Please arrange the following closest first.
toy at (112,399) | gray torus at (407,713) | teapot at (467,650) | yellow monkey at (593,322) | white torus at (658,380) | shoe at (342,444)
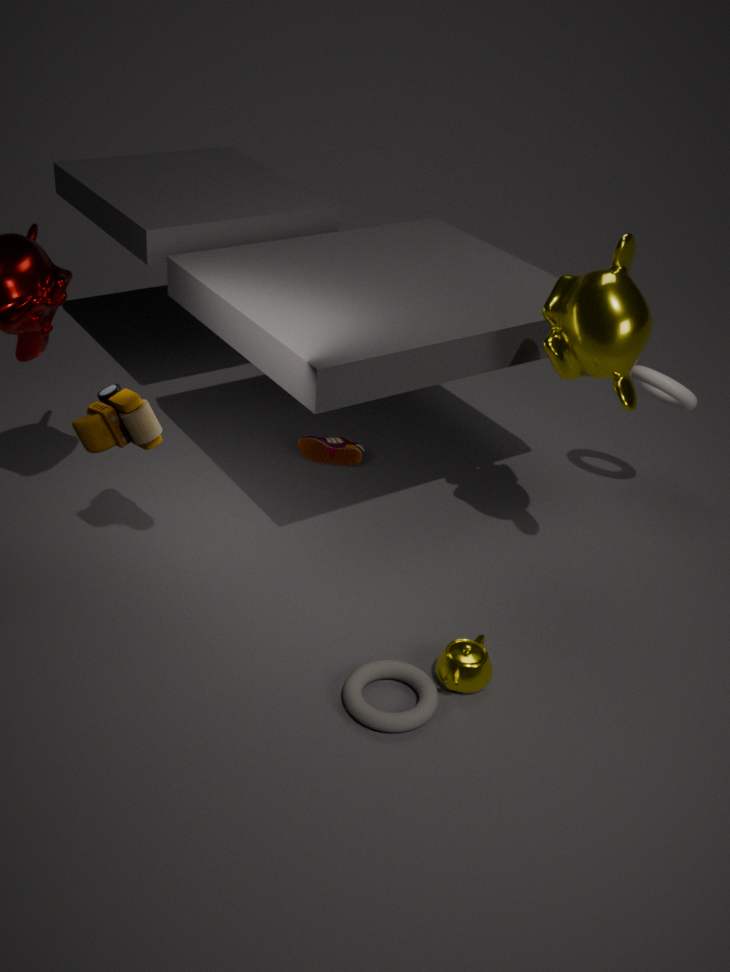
gray torus at (407,713) → yellow monkey at (593,322) → teapot at (467,650) → toy at (112,399) → white torus at (658,380) → shoe at (342,444)
